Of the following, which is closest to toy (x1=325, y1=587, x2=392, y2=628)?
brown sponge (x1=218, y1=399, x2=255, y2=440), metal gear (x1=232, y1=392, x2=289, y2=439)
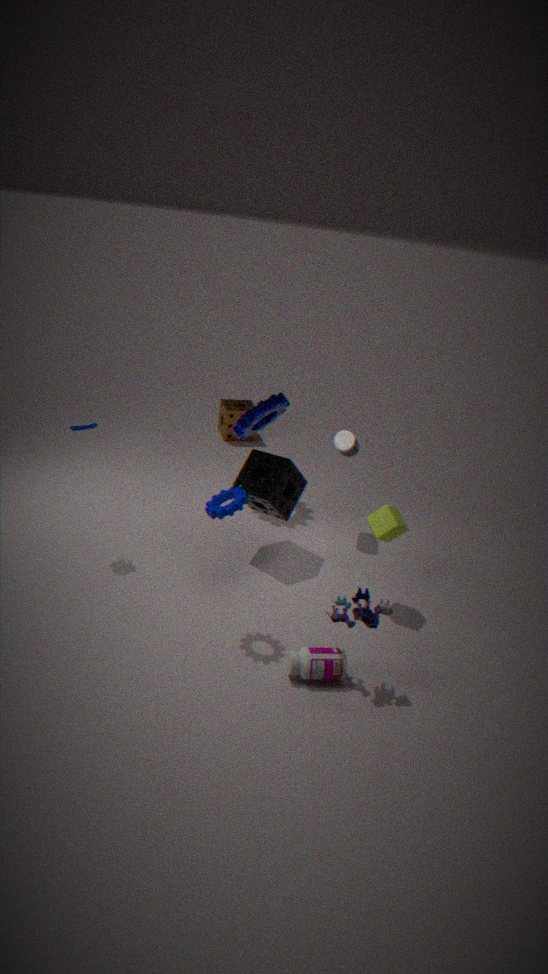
metal gear (x1=232, y1=392, x2=289, y2=439)
